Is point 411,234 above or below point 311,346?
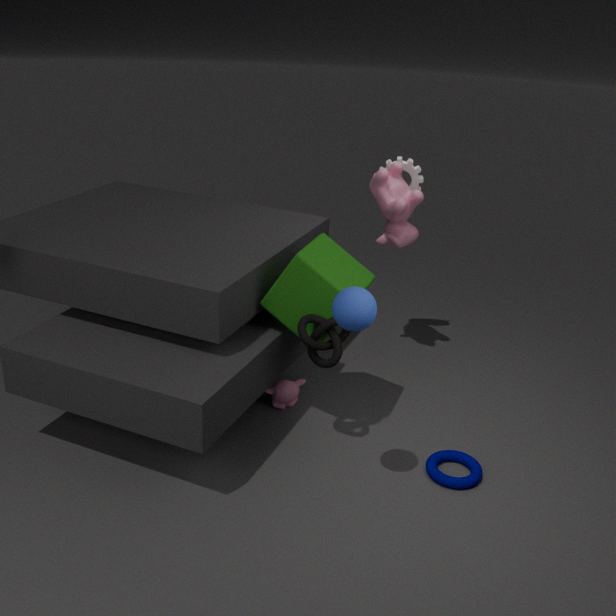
above
